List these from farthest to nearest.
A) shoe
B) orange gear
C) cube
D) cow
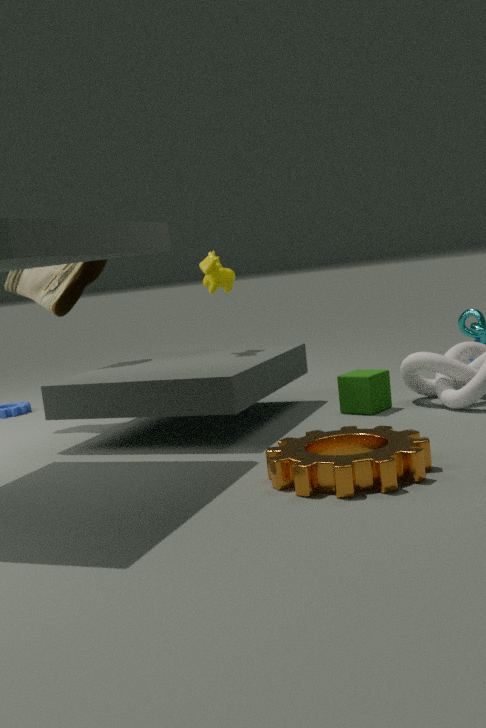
1. shoe
2. cow
3. cube
4. orange gear
